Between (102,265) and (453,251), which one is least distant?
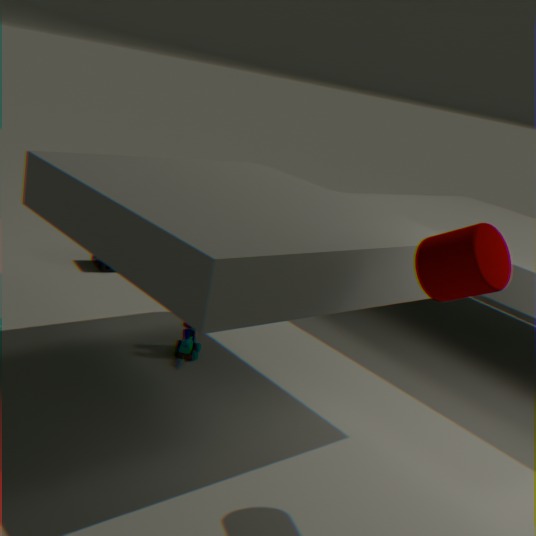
(453,251)
